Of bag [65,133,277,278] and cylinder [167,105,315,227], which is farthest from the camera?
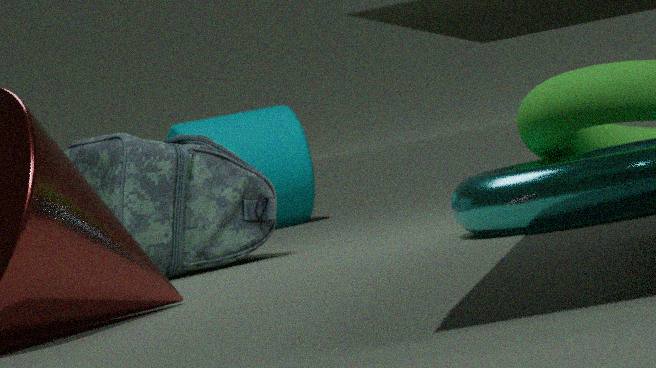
cylinder [167,105,315,227]
